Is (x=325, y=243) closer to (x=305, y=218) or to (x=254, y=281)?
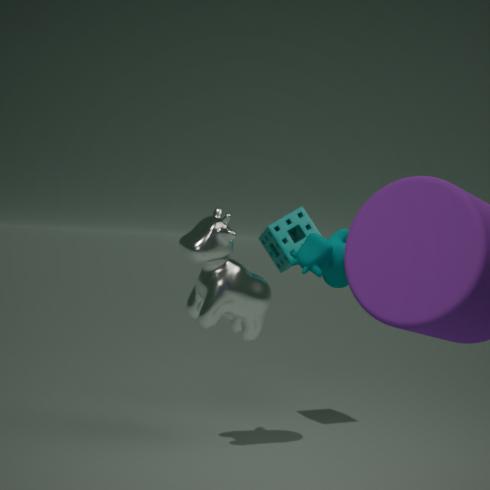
(x=254, y=281)
